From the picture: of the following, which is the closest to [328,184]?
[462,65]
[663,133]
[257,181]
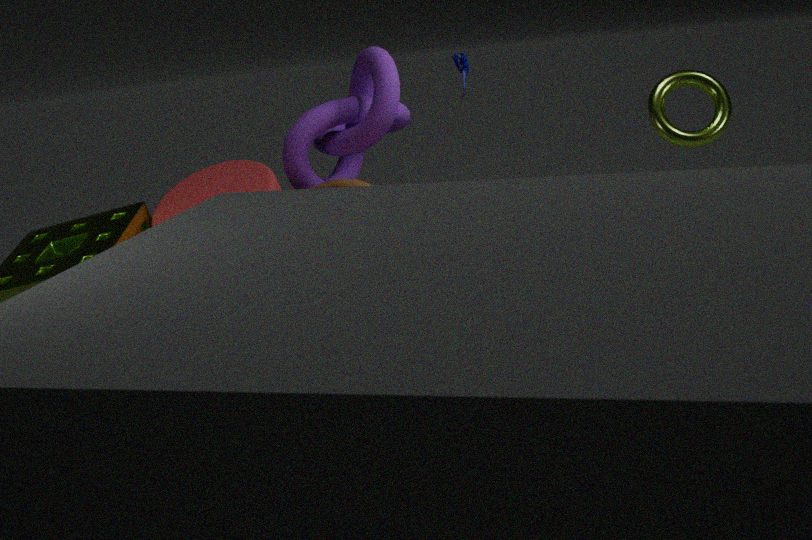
[257,181]
